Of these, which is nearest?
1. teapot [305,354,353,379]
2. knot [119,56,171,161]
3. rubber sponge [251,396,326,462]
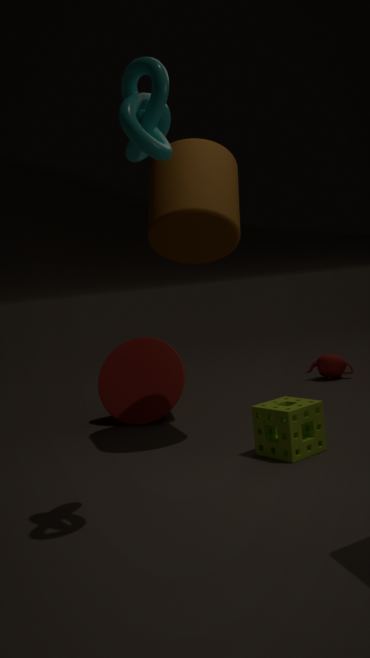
knot [119,56,171,161]
